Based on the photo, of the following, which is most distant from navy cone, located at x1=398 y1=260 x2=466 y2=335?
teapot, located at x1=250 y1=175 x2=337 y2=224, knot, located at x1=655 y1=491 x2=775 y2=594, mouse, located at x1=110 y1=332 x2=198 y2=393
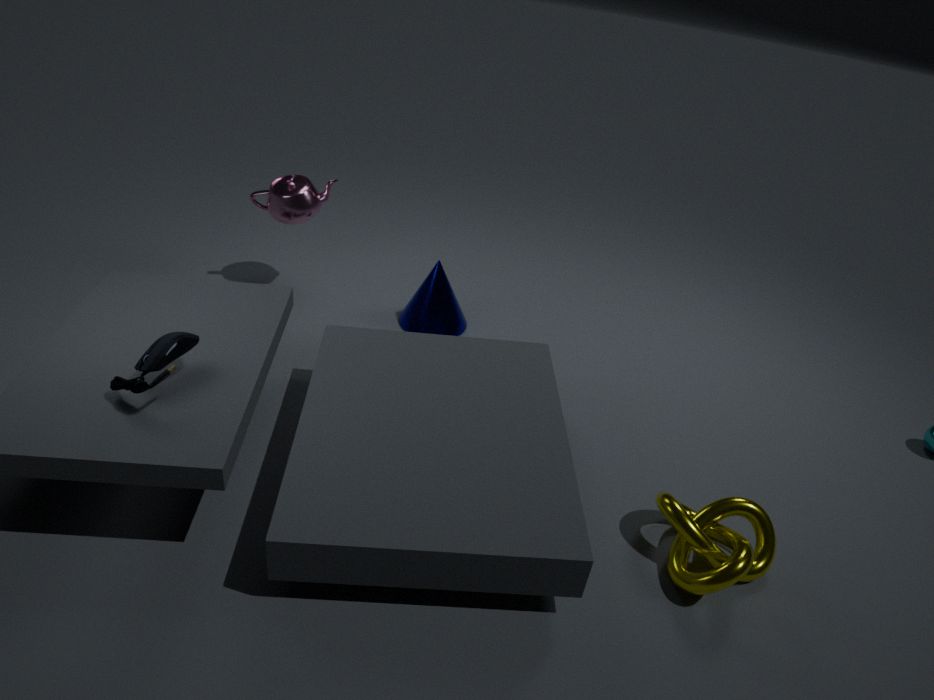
knot, located at x1=655 y1=491 x2=775 y2=594
